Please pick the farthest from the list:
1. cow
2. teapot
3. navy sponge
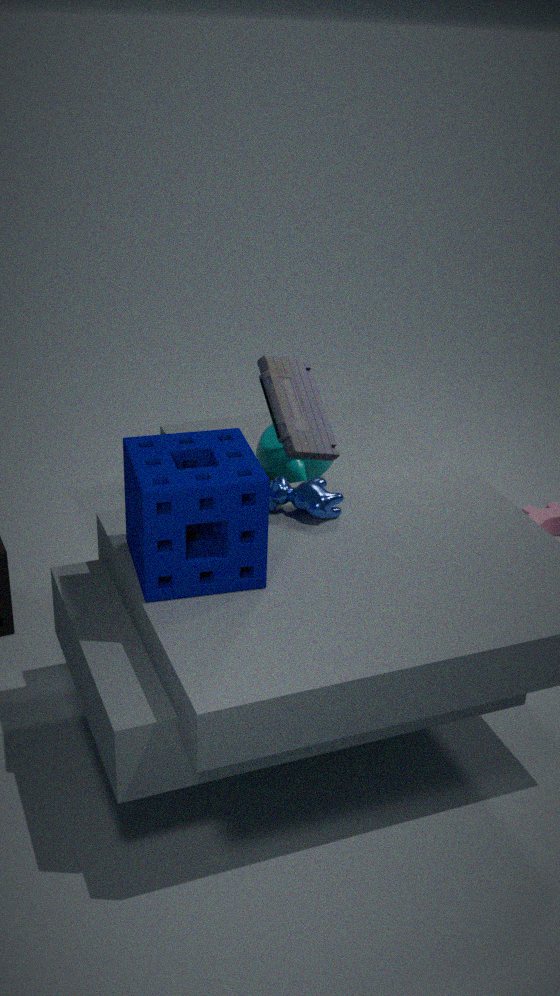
teapot
